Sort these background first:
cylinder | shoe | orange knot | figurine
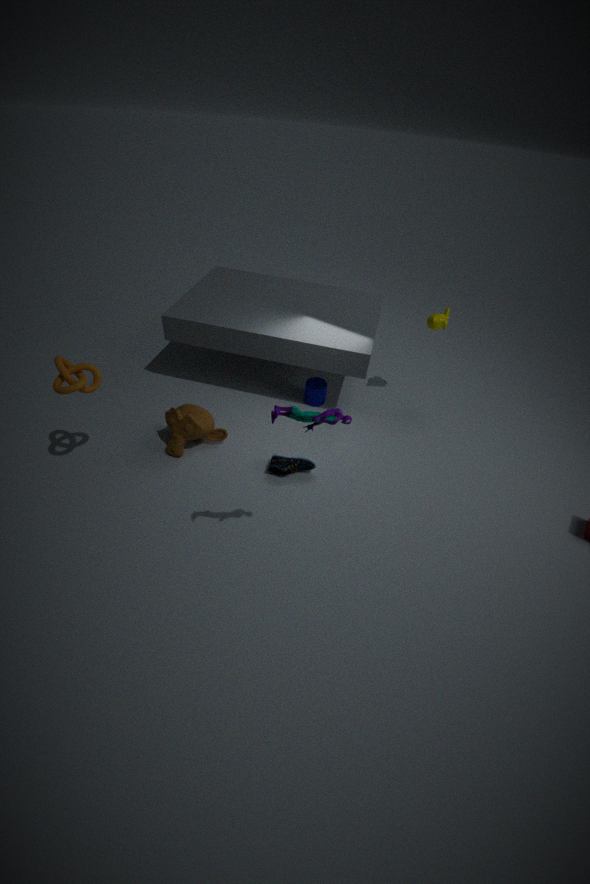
cylinder, shoe, orange knot, figurine
